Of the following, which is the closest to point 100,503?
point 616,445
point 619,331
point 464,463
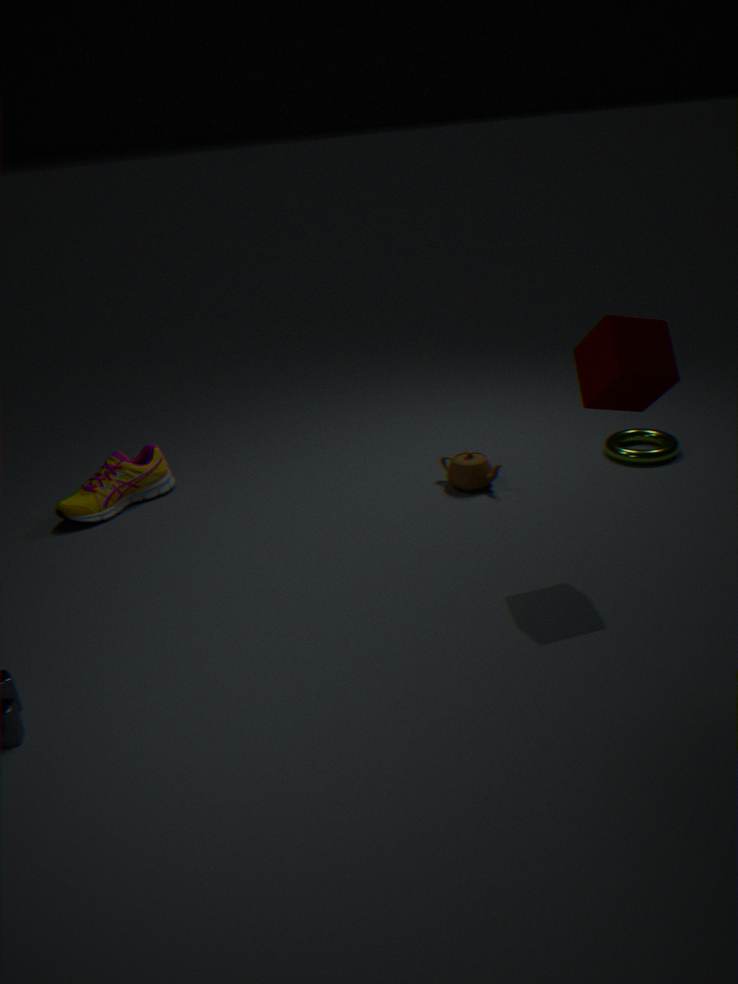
point 464,463
